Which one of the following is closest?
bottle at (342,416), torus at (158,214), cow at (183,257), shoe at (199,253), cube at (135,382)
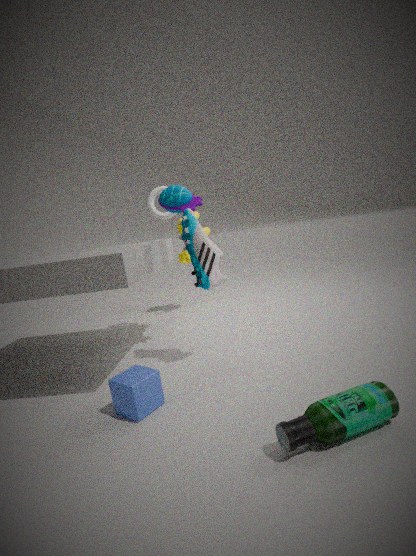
bottle at (342,416)
